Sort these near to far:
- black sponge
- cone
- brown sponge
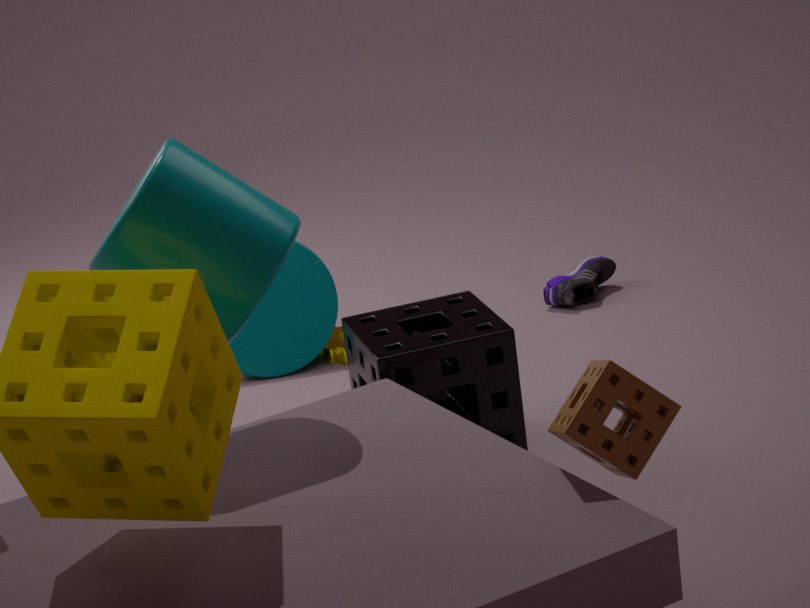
1. brown sponge
2. black sponge
3. cone
